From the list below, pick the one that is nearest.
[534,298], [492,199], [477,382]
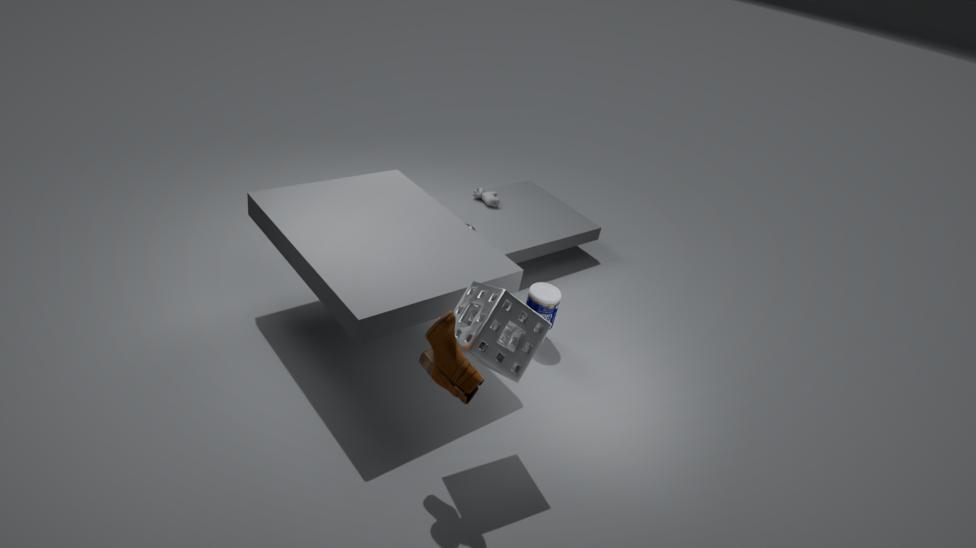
[477,382]
